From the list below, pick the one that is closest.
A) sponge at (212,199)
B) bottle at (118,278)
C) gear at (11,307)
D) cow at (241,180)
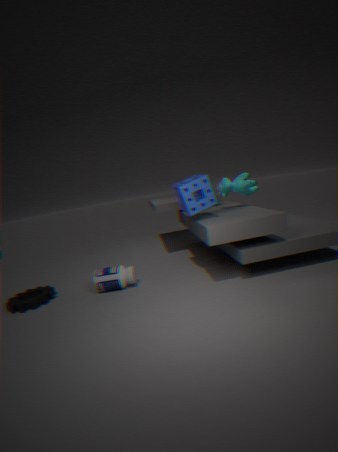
sponge at (212,199)
